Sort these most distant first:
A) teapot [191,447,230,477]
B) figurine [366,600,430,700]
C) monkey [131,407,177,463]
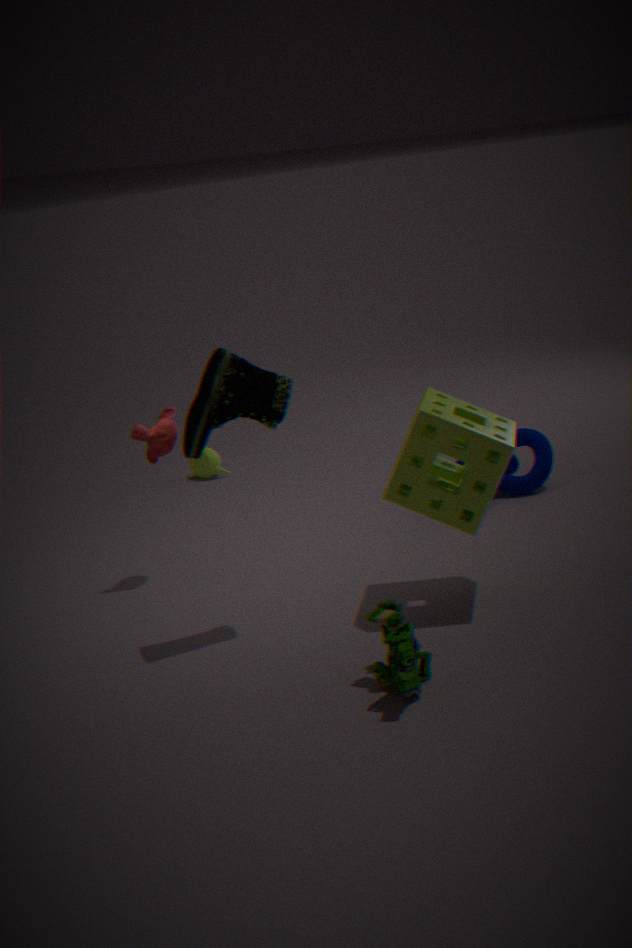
1. teapot [191,447,230,477]
2. monkey [131,407,177,463]
3. figurine [366,600,430,700]
